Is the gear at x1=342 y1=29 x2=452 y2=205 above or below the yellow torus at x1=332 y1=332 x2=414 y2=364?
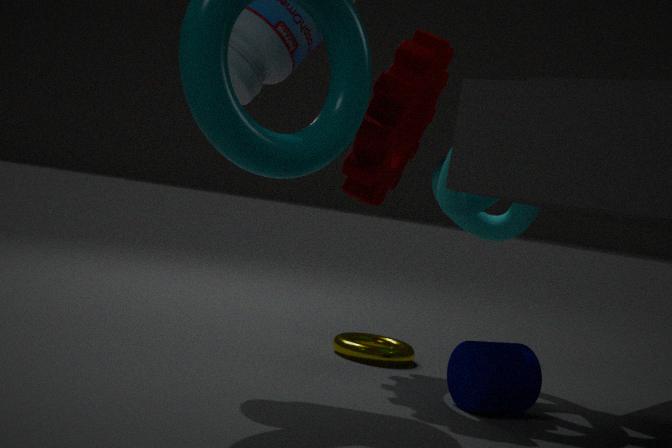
above
